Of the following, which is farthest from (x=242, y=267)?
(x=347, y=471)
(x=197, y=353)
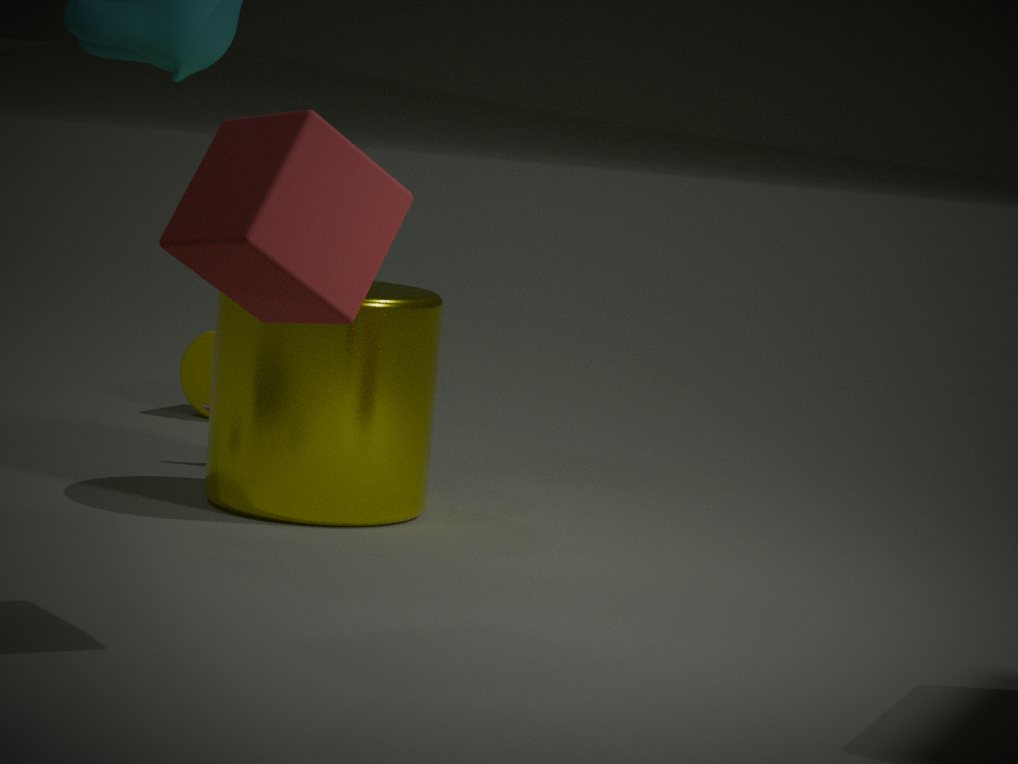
(x=197, y=353)
